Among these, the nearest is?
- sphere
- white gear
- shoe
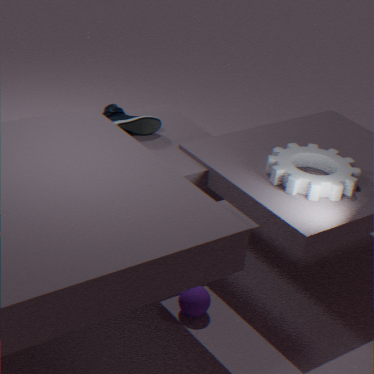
sphere
